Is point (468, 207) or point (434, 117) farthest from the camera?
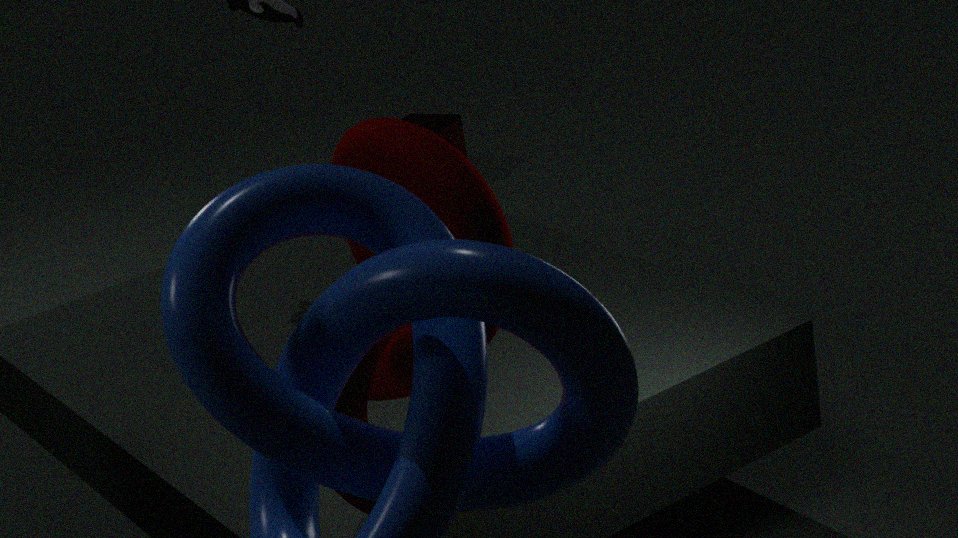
point (434, 117)
